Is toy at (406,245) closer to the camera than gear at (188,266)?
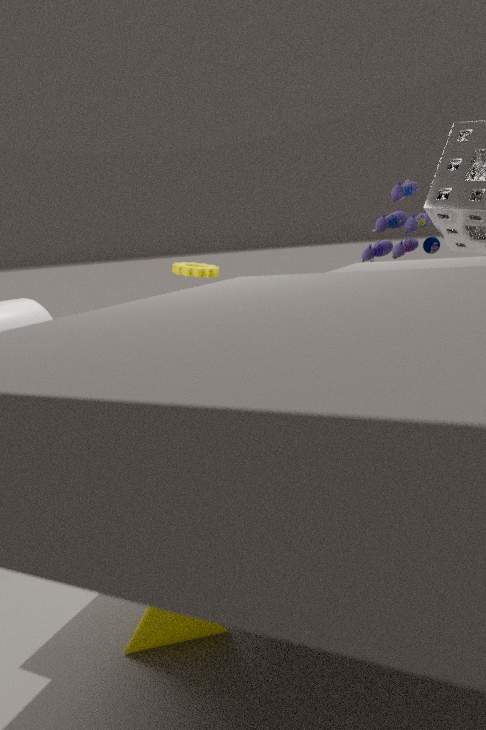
Yes
